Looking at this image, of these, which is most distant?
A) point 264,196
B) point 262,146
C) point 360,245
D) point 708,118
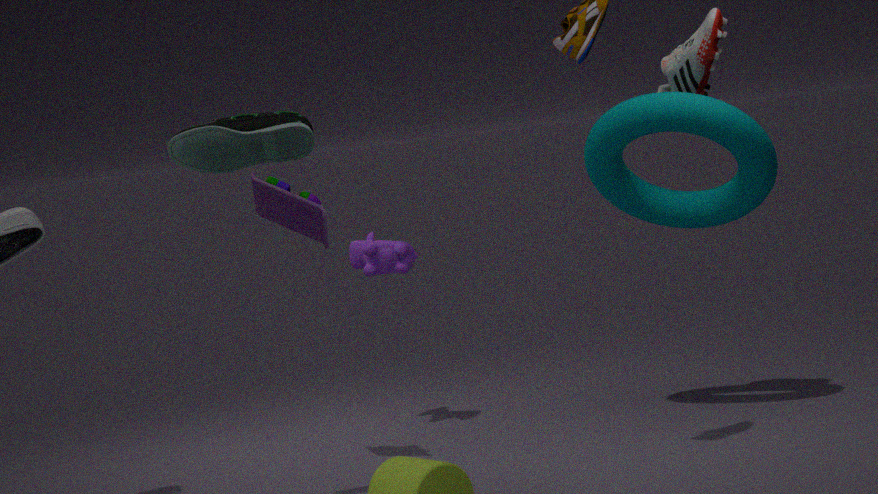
point 360,245
